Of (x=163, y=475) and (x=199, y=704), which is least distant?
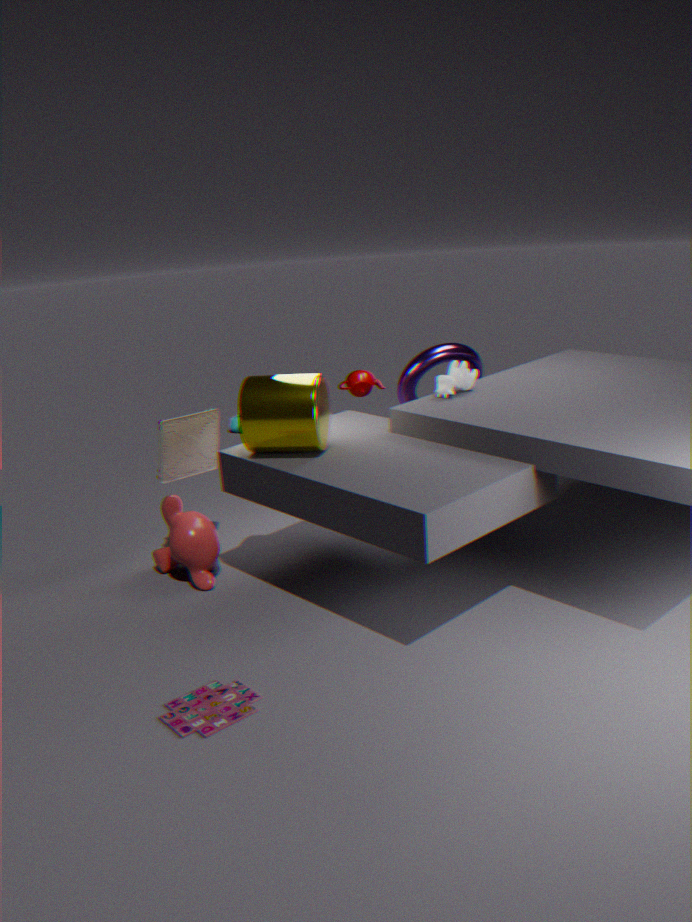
(x=199, y=704)
